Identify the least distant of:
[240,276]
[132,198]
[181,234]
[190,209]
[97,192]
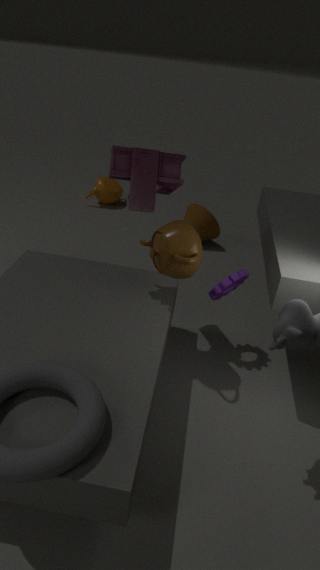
[181,234]
